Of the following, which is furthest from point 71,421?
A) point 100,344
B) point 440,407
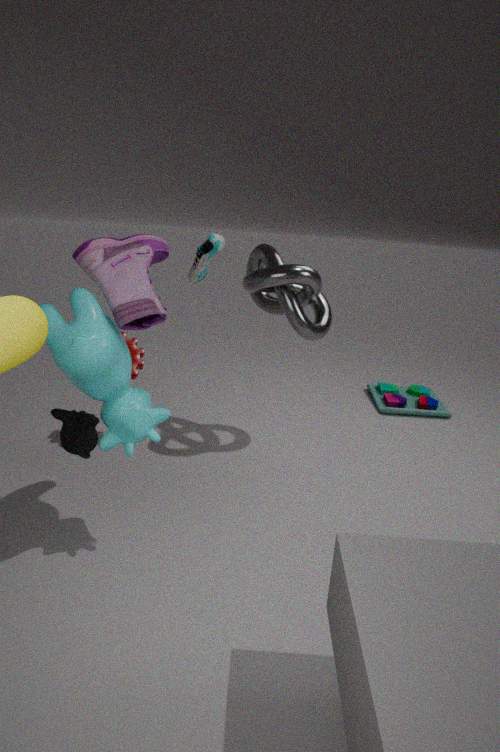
point 440,407
